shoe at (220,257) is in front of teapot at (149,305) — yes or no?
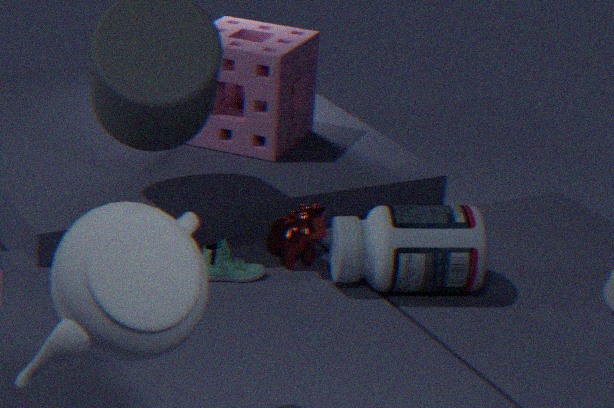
No
